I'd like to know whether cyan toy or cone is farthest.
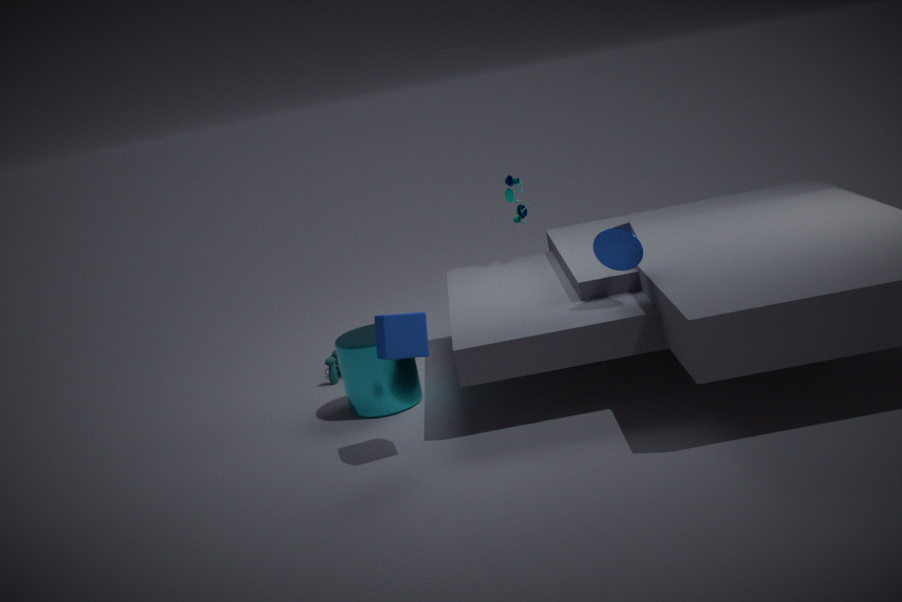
cyan toy
